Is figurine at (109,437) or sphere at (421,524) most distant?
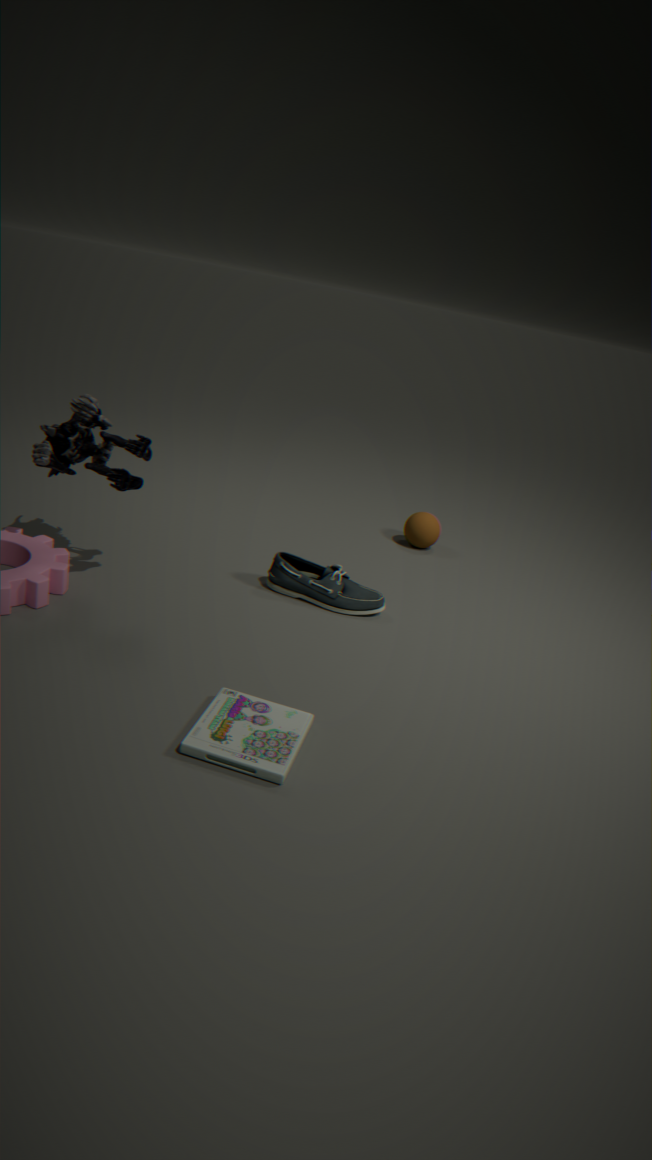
sphere at (421,524)
